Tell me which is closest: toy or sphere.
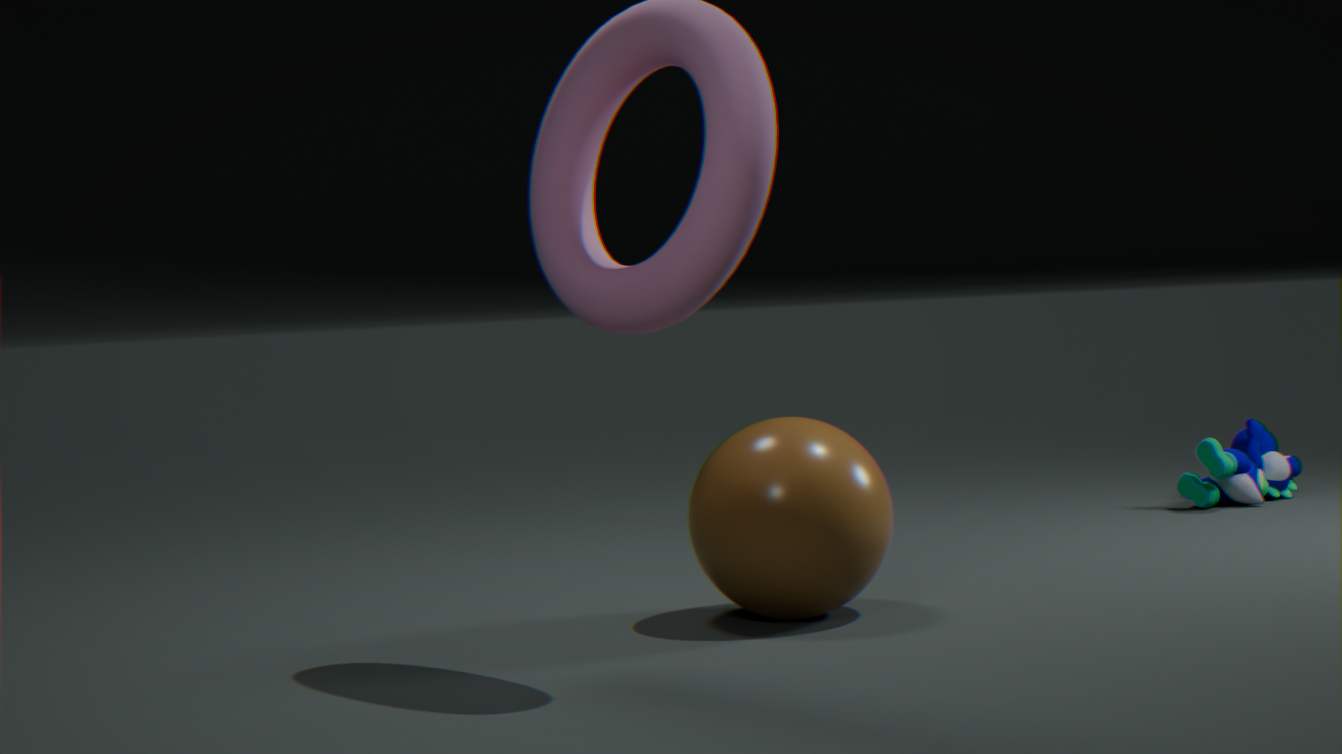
sphere
